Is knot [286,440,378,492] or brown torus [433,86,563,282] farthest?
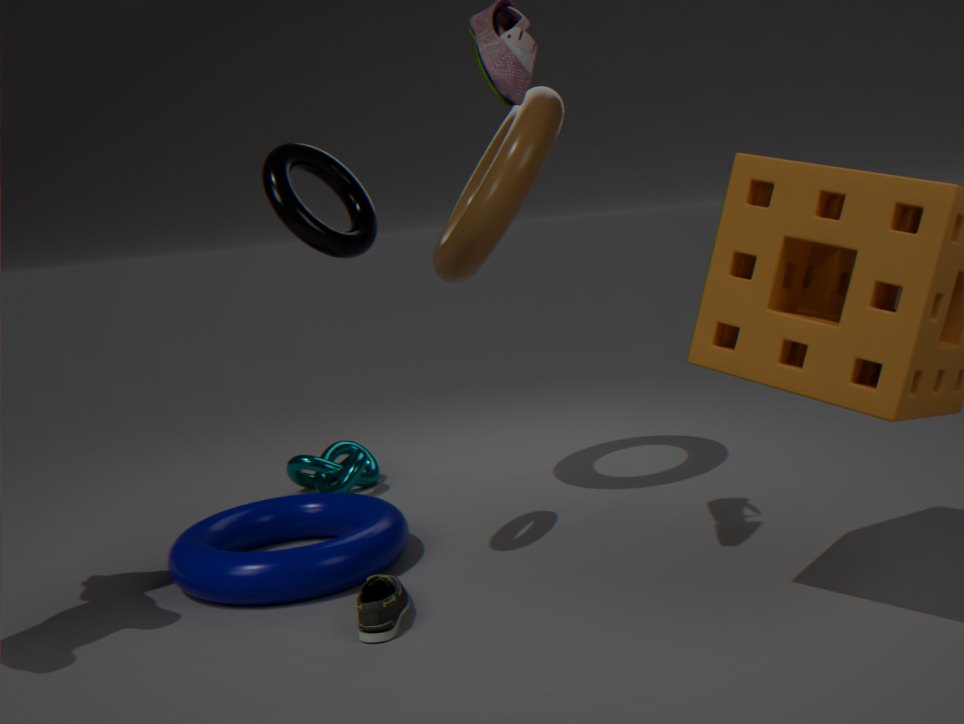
knot [286,440,378,492]
